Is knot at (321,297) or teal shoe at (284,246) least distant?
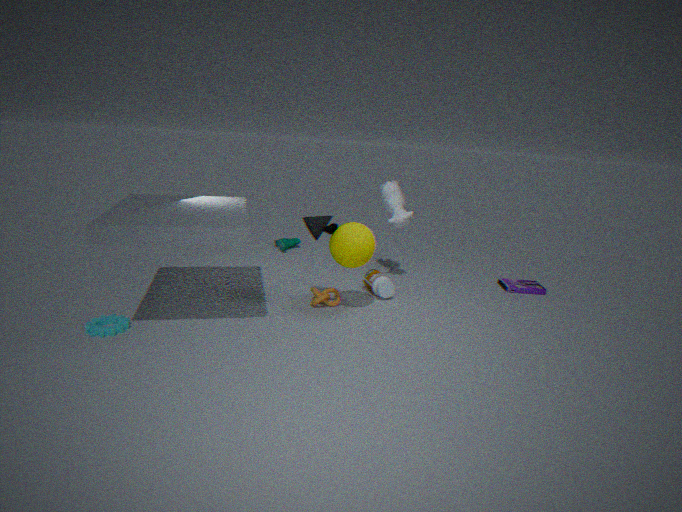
knot at (321,297)
